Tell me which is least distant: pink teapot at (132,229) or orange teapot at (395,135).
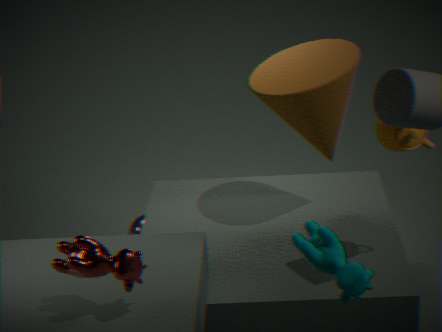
orange teapot at (395,135)
